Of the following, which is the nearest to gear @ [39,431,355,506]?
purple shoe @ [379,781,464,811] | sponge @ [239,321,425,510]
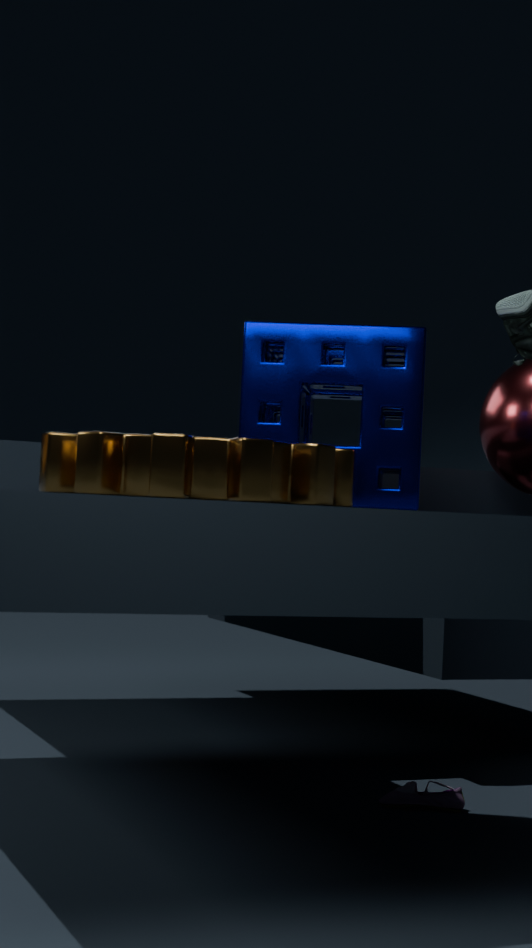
sponge @ [239,321,425,510]
